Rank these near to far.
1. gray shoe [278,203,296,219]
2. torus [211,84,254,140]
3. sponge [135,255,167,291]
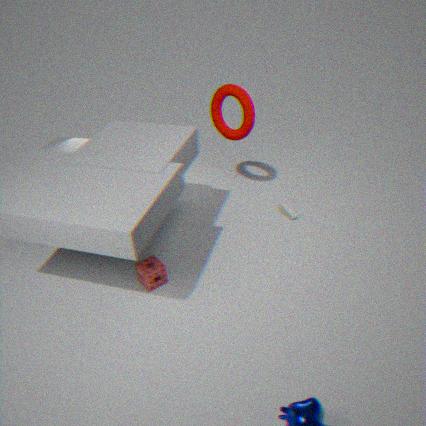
1. sponge [135,255,167,291]
2. torus [211,84,254,140]
3. gray shoe [278,203,296,219]
